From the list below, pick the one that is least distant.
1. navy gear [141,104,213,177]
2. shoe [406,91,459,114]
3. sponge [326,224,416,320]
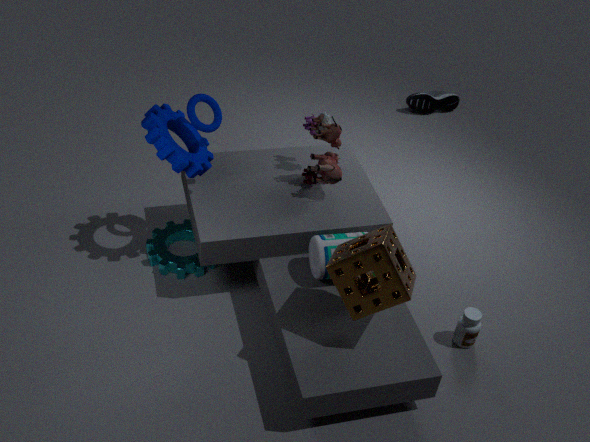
sponge [326,224,416,320]
